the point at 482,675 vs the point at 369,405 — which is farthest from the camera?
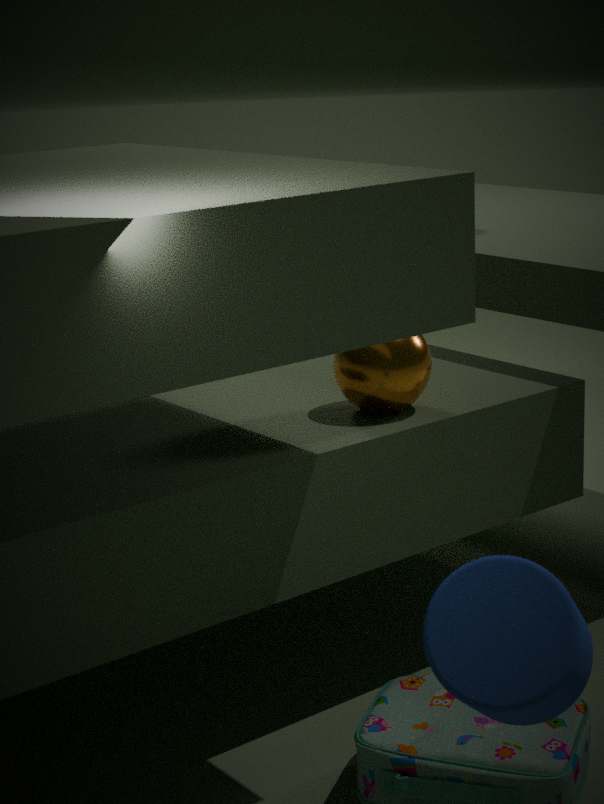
the point at 369,405
